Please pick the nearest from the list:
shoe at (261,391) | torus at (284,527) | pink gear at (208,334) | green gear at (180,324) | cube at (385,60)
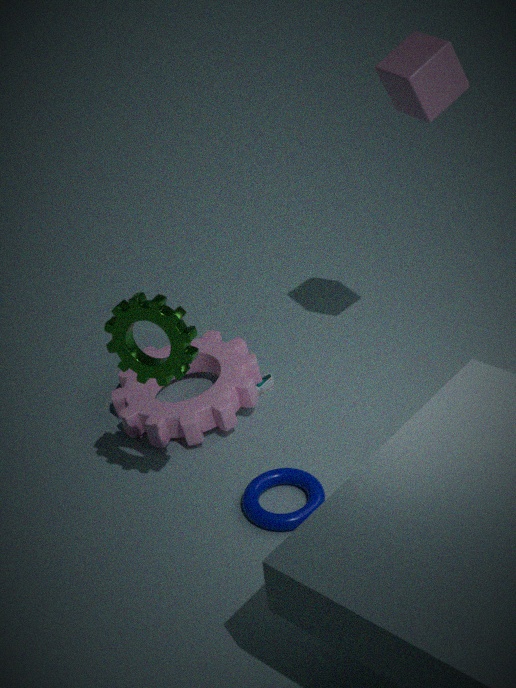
green gear at (180,324)
